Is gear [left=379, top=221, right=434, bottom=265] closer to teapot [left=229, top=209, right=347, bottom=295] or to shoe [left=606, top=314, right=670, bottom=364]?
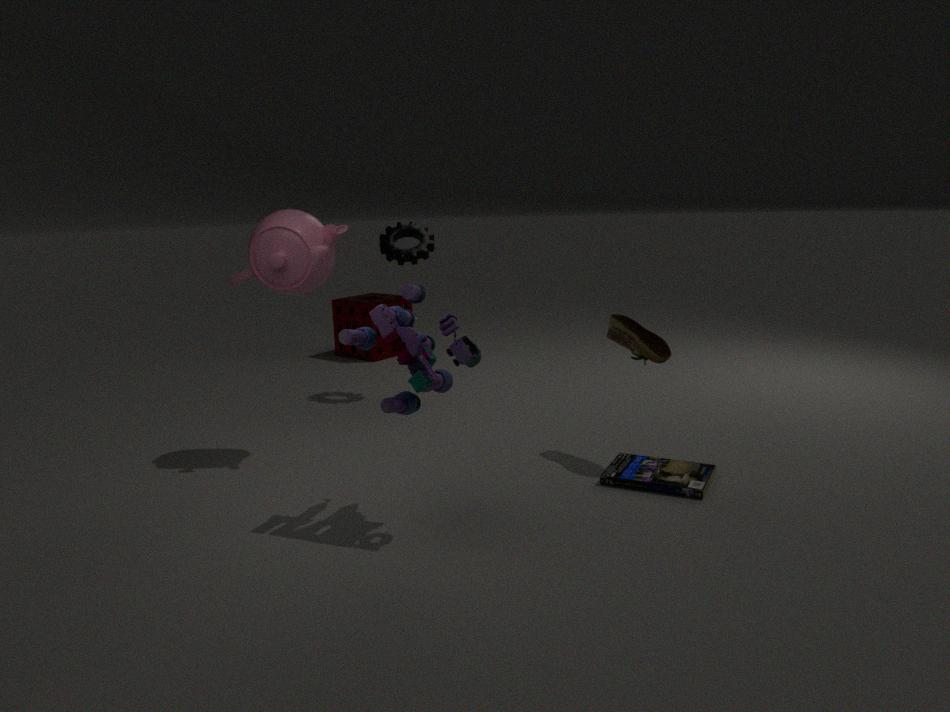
teapot [left=229, top=209, right=347, bottom=295]
